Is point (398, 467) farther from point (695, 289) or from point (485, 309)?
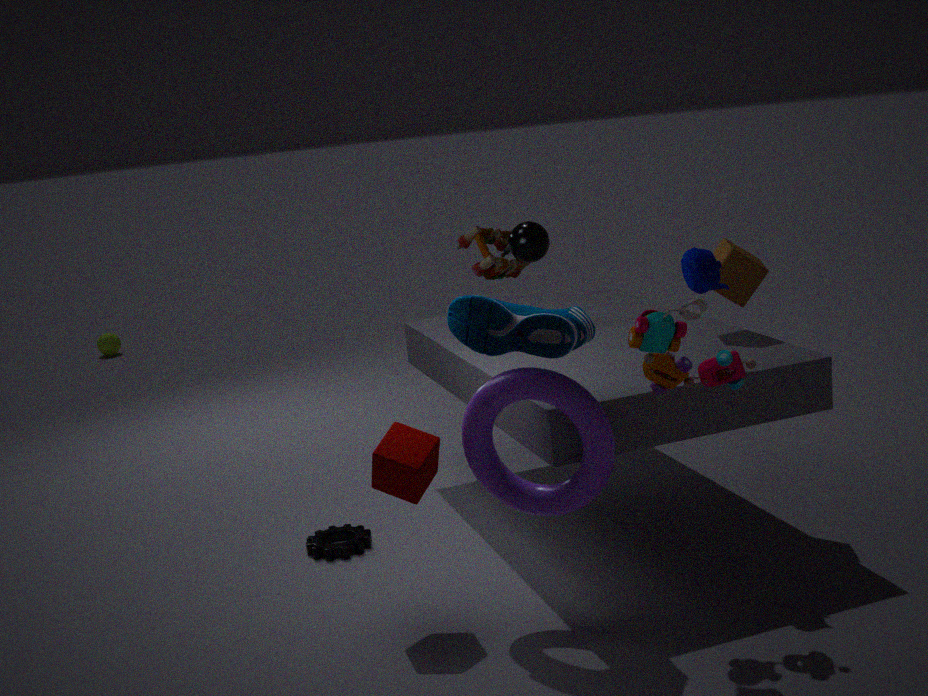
point (695, 289)
